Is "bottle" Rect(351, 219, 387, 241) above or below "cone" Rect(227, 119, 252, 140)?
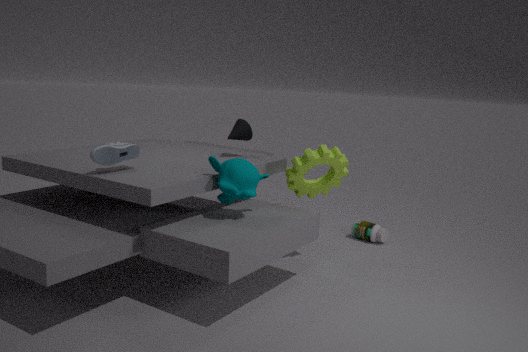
below
